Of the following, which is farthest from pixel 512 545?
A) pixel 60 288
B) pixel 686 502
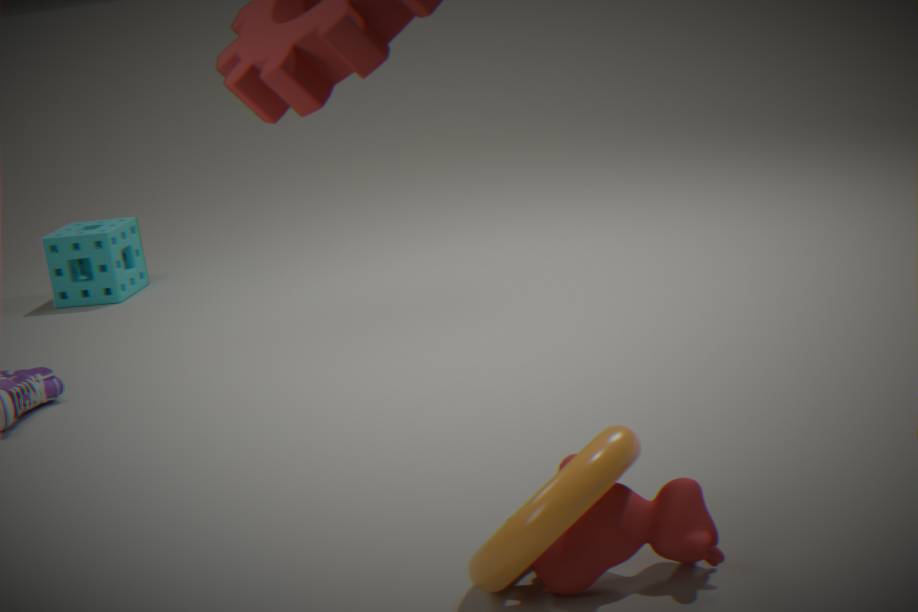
pixel 60 288
